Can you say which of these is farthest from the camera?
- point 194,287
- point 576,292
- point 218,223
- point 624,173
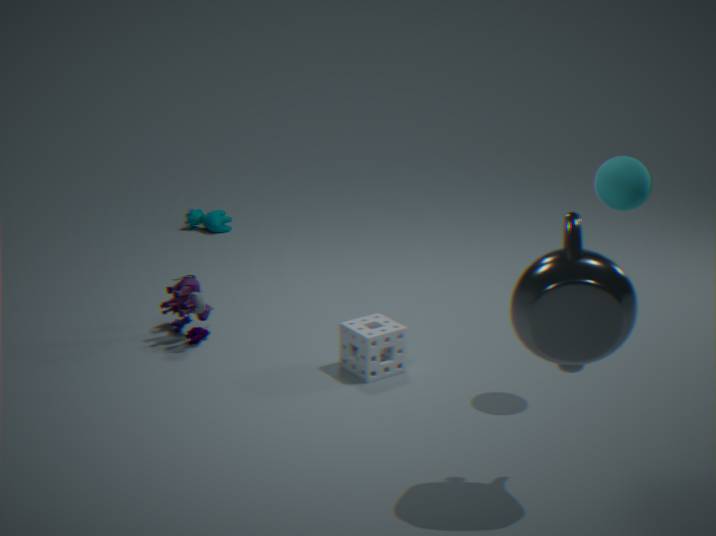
point 218,223
